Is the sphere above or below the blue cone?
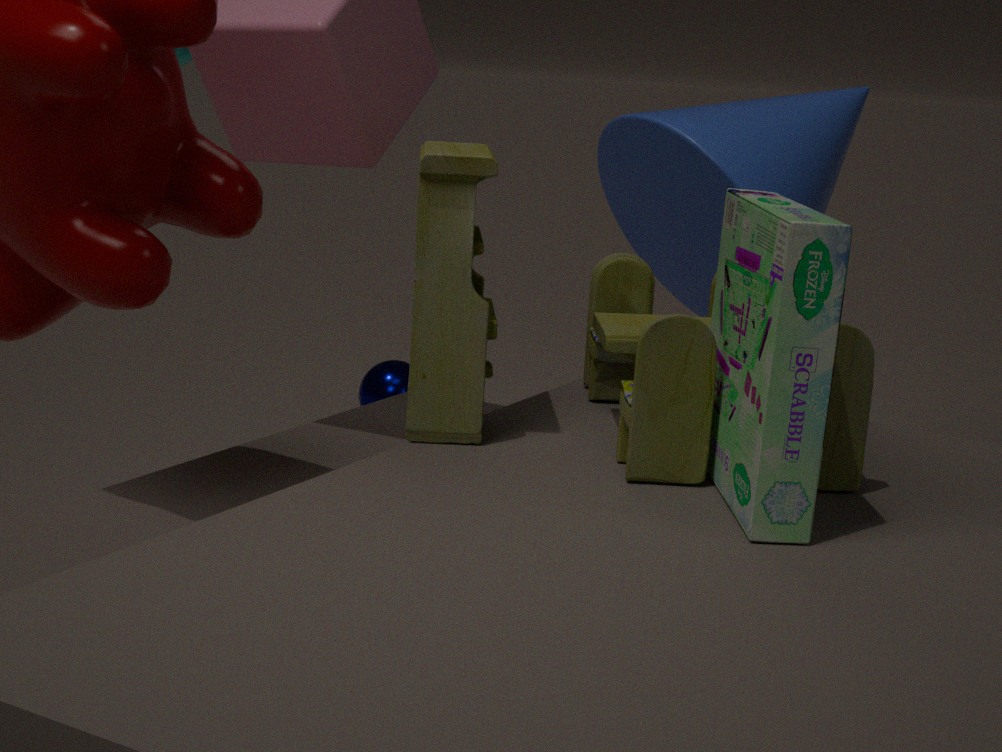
below
